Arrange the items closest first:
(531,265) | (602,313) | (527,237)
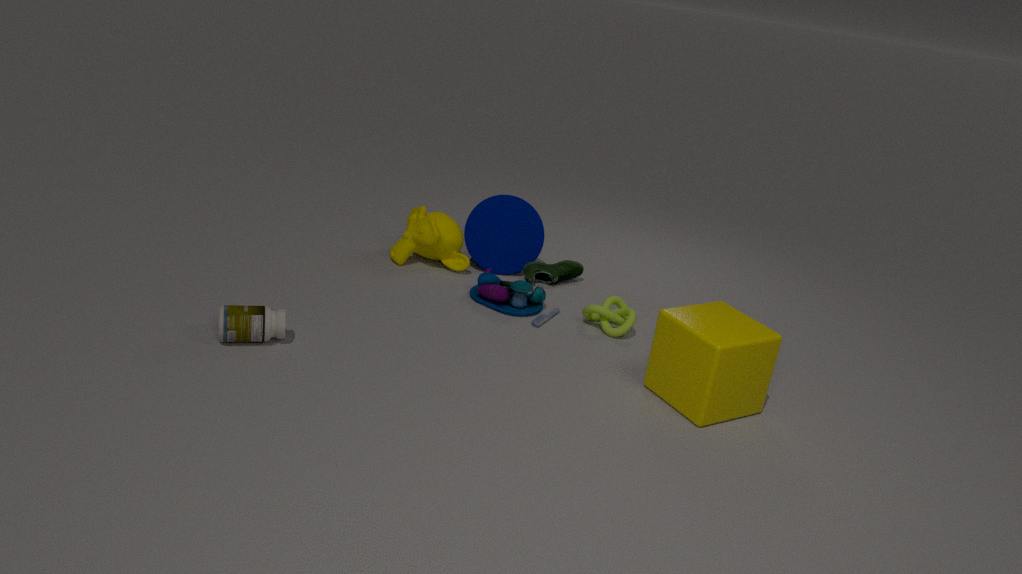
(602,313) → (531,265) → (527,237)
